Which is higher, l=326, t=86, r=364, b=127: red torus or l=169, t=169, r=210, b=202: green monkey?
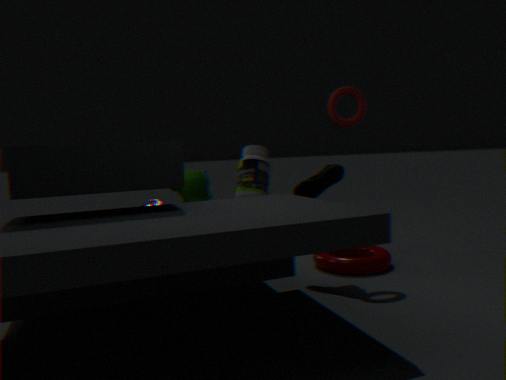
l=326, t=86, r=364, b=127: red torus
